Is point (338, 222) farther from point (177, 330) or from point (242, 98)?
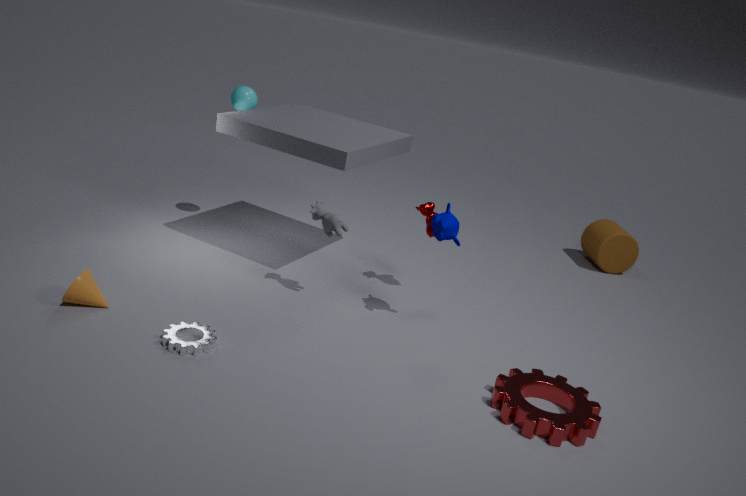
point (242, 98)
